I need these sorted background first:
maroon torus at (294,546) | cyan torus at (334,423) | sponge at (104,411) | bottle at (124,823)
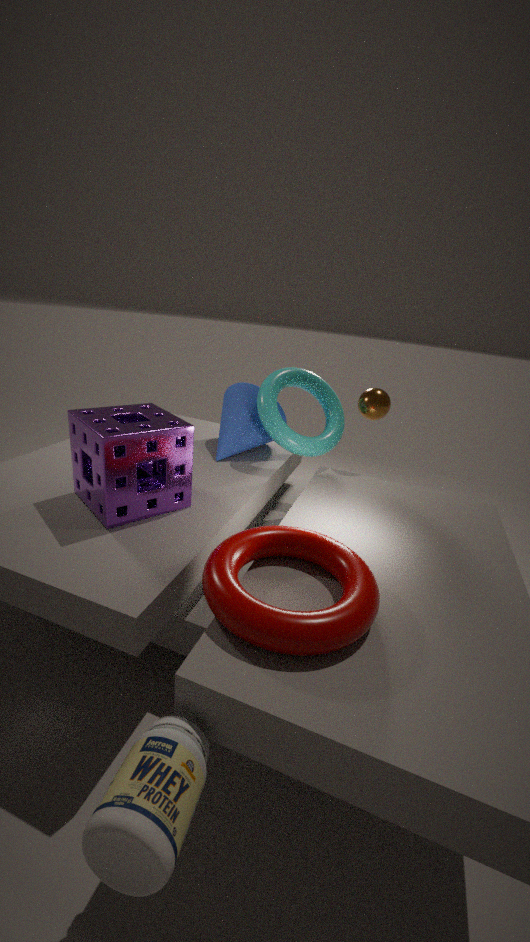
cyan torus at (334,423), sponge at (104,411), maroon torus at (294,546), bottle at (124,823)
